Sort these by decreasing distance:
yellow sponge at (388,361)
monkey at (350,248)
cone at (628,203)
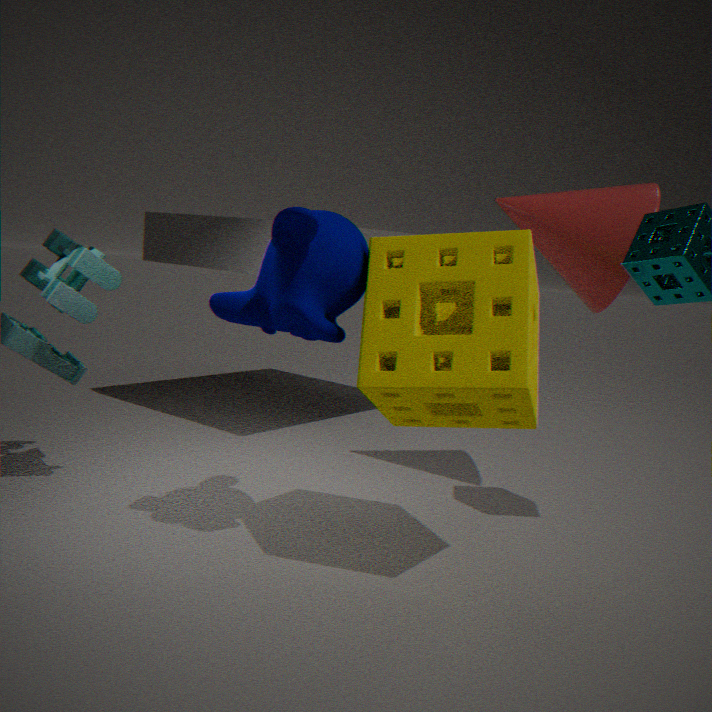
1. cone at (628,203)
2. monkey at (350,248)
3. yellow sponge at (388,361)
